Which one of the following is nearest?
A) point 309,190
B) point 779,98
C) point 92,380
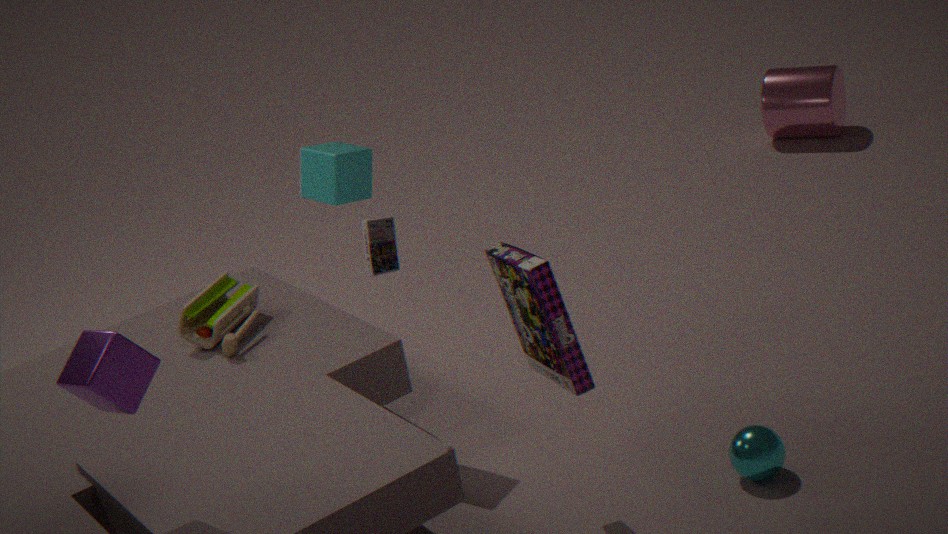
point 92,380
